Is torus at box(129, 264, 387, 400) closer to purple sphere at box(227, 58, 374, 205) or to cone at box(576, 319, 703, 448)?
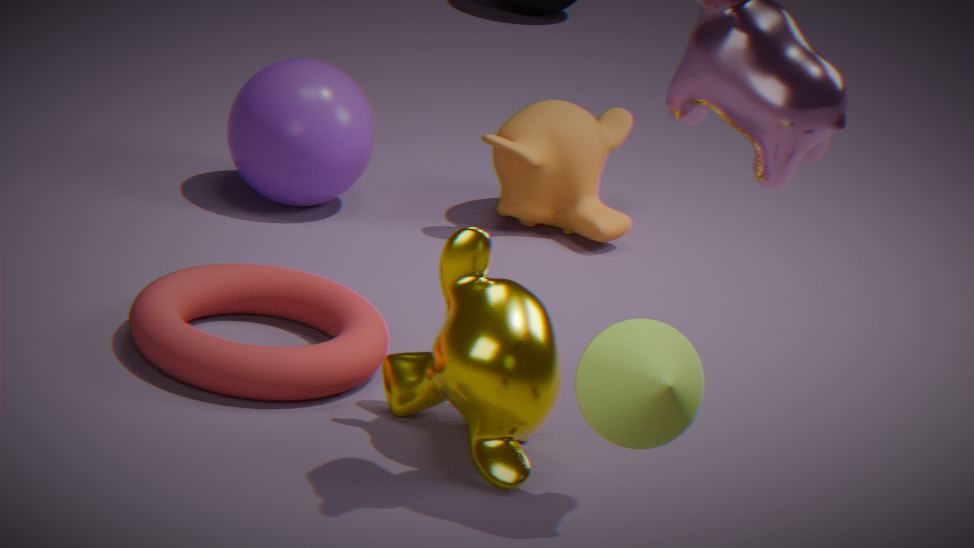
purple sphere at box(227, 58, 374, 205)
